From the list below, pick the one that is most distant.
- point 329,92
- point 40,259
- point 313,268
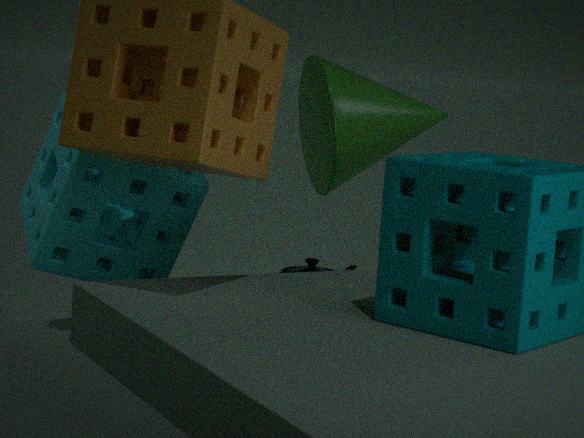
point 313,268
